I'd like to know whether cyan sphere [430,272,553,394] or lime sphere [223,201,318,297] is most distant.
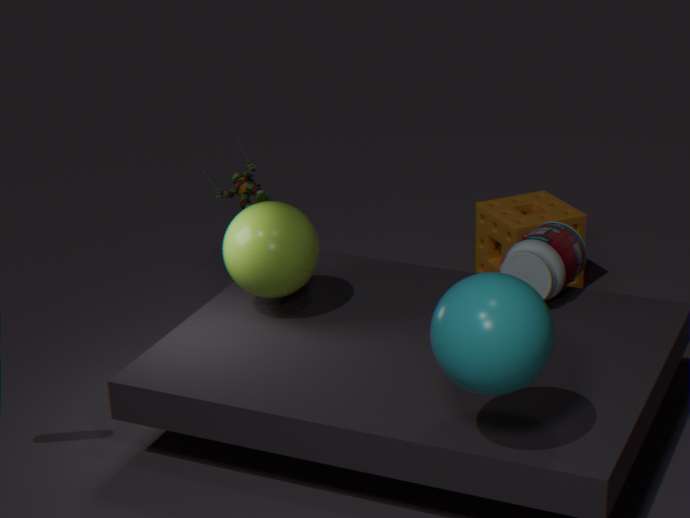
lime sphere [223,201,318,297]
